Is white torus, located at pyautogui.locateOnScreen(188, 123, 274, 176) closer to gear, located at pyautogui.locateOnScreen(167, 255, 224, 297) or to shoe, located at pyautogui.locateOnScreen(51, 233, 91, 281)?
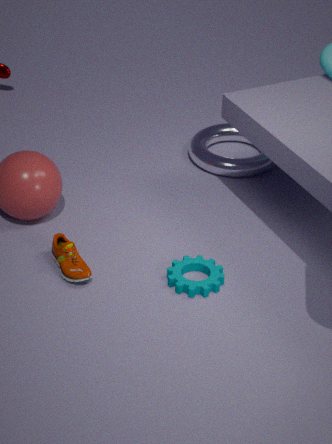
gear, located at pyautogui.locateOnScreen(167, 255, 224, 297)
